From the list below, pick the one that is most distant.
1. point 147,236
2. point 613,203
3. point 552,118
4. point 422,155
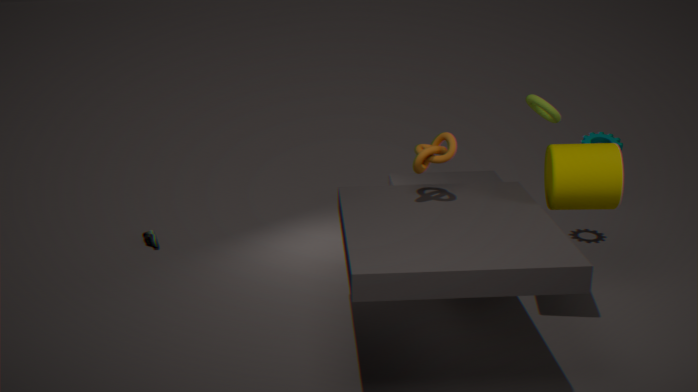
point 147,236
